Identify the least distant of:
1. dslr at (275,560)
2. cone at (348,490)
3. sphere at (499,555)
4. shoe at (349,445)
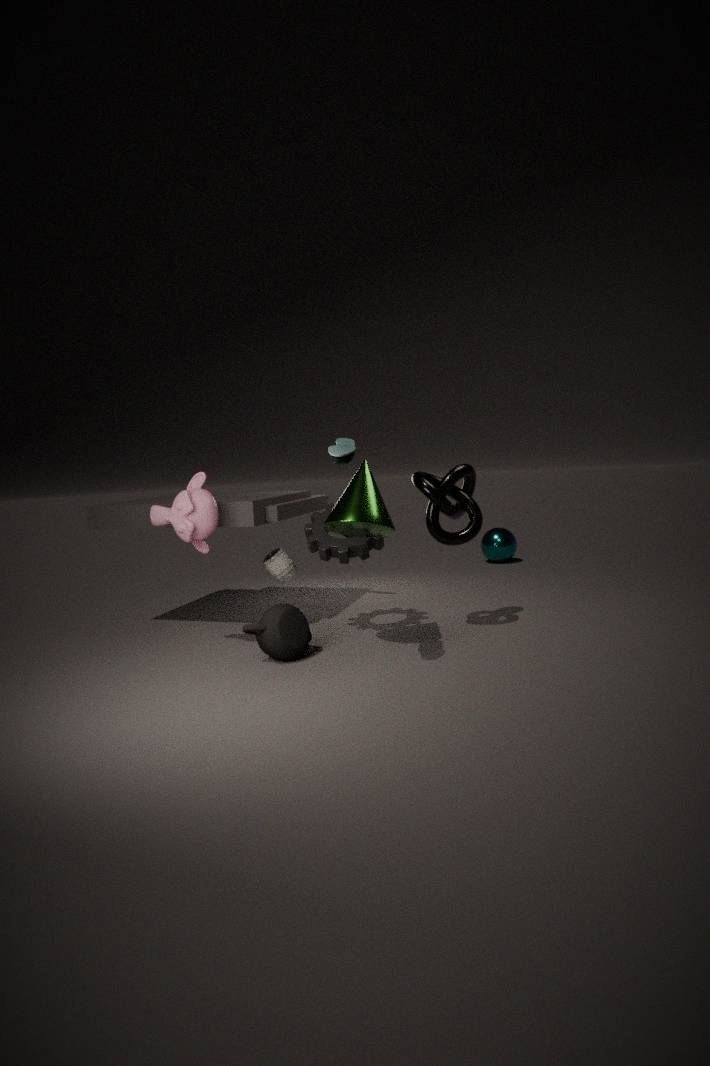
A: shoe at (349,445)
